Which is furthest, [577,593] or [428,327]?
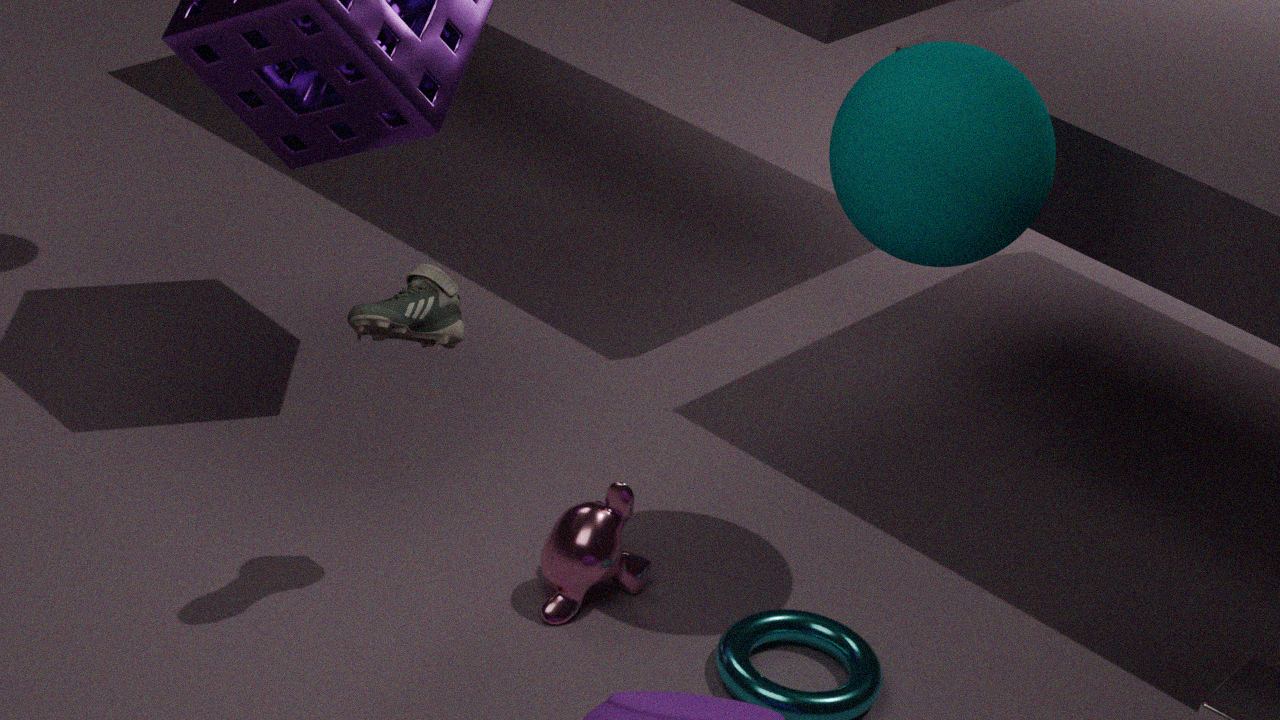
[577,593]
